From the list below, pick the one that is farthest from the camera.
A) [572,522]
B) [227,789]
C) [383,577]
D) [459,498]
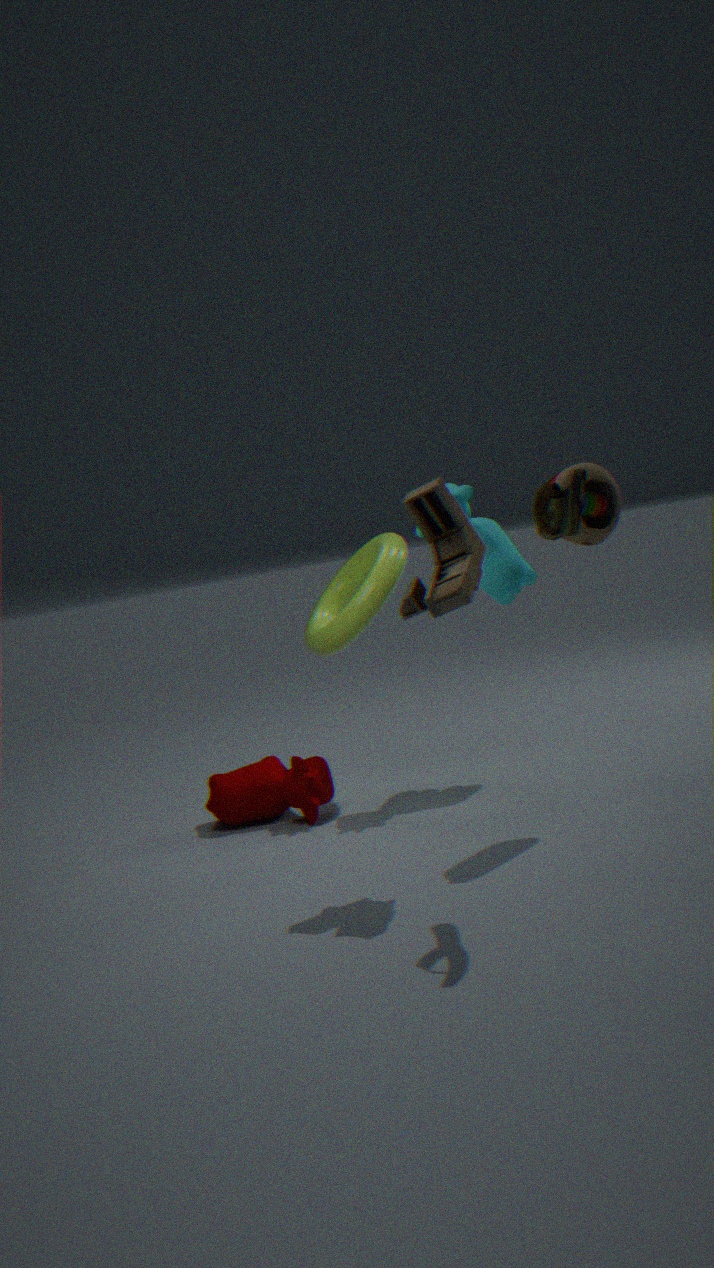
[227,789]
